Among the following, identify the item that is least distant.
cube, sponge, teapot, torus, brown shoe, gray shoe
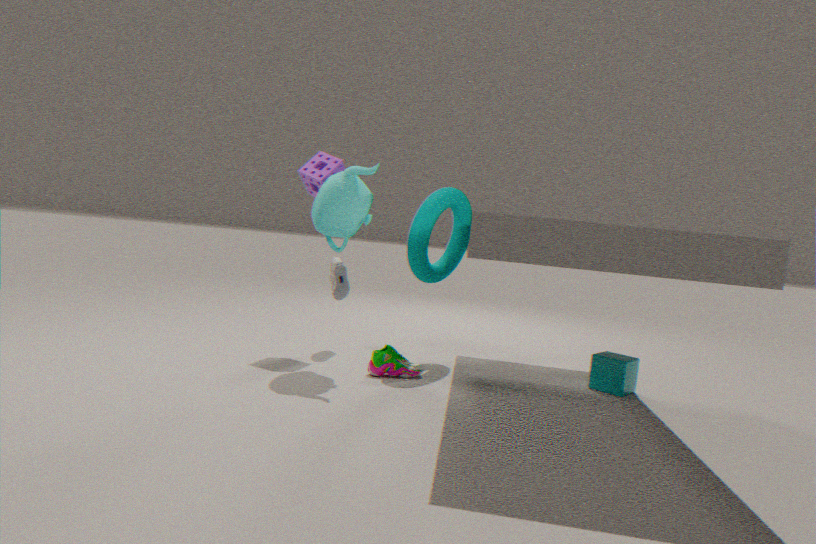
teapot
